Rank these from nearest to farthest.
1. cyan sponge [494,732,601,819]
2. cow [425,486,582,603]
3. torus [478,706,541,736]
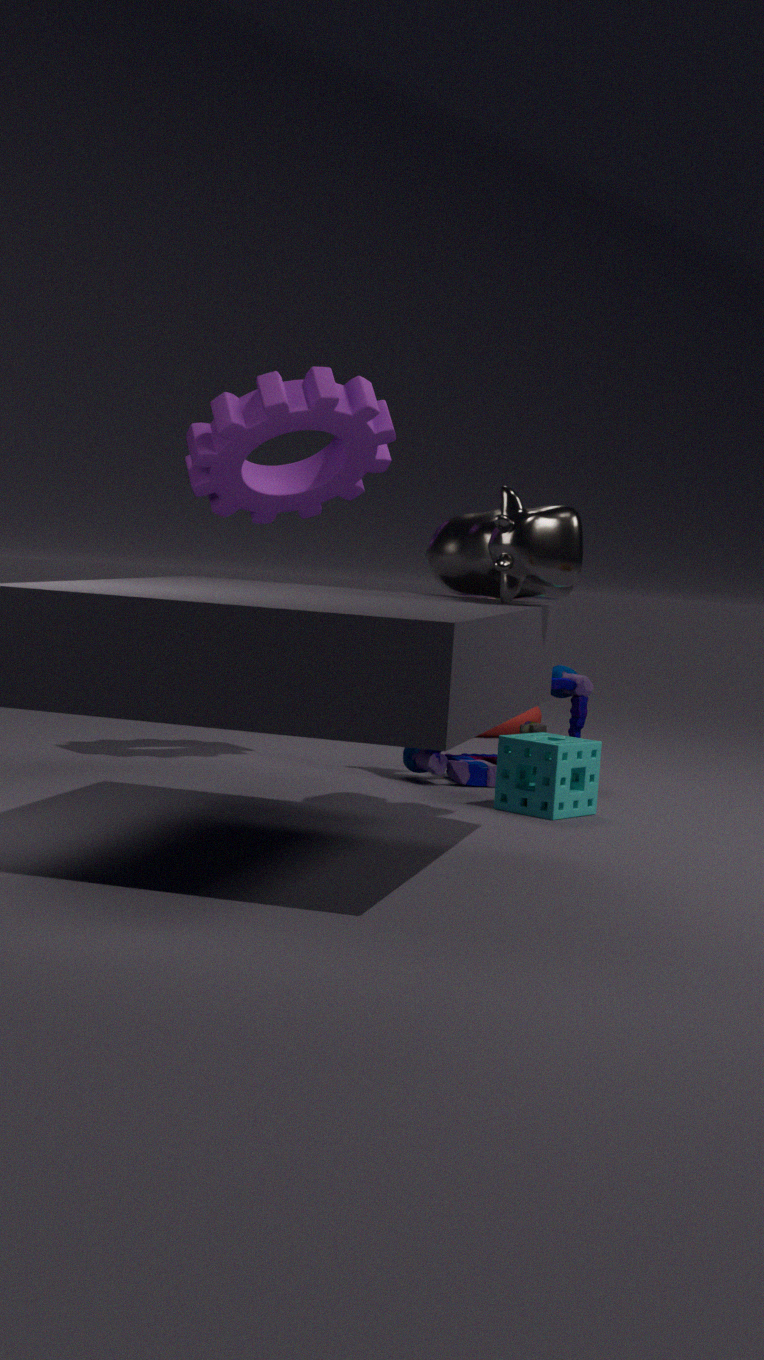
cow [425,486,582,603] < cyan sponge [494,732,601,819] < torus [478,706,541,736]
